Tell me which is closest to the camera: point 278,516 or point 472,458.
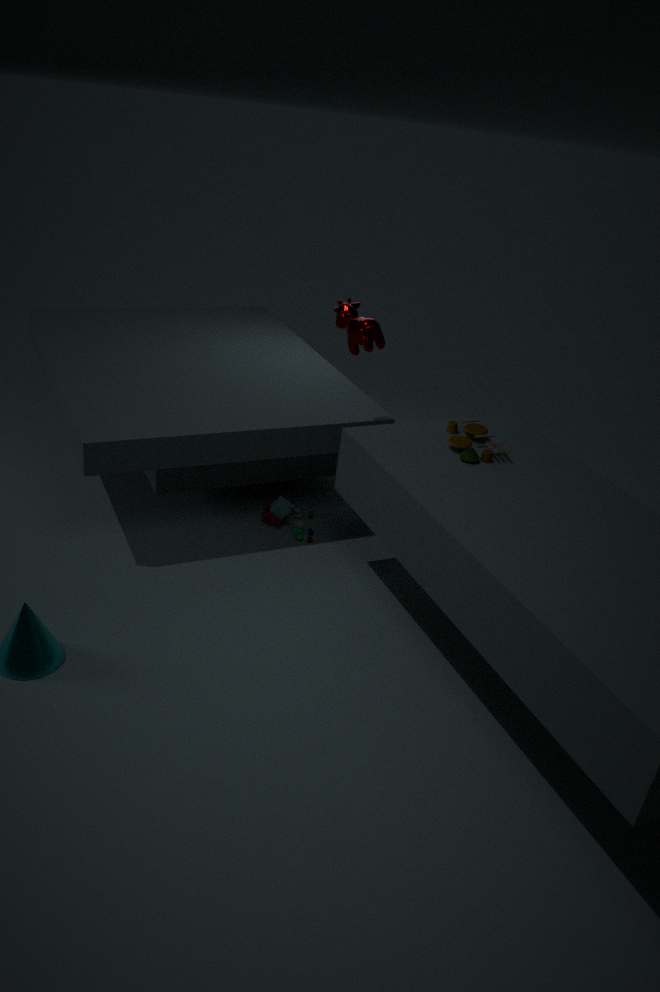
point 472,458
